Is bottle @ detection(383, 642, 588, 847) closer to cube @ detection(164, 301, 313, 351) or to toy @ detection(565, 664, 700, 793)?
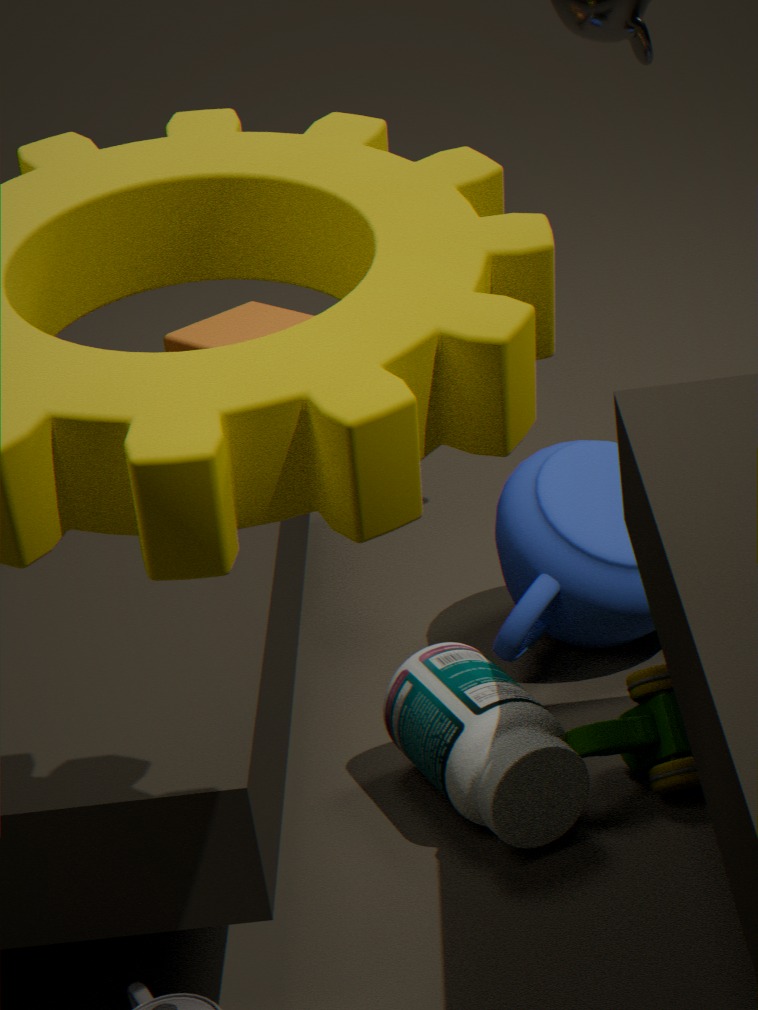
toy @ detection(565, 664, 700, 793)
